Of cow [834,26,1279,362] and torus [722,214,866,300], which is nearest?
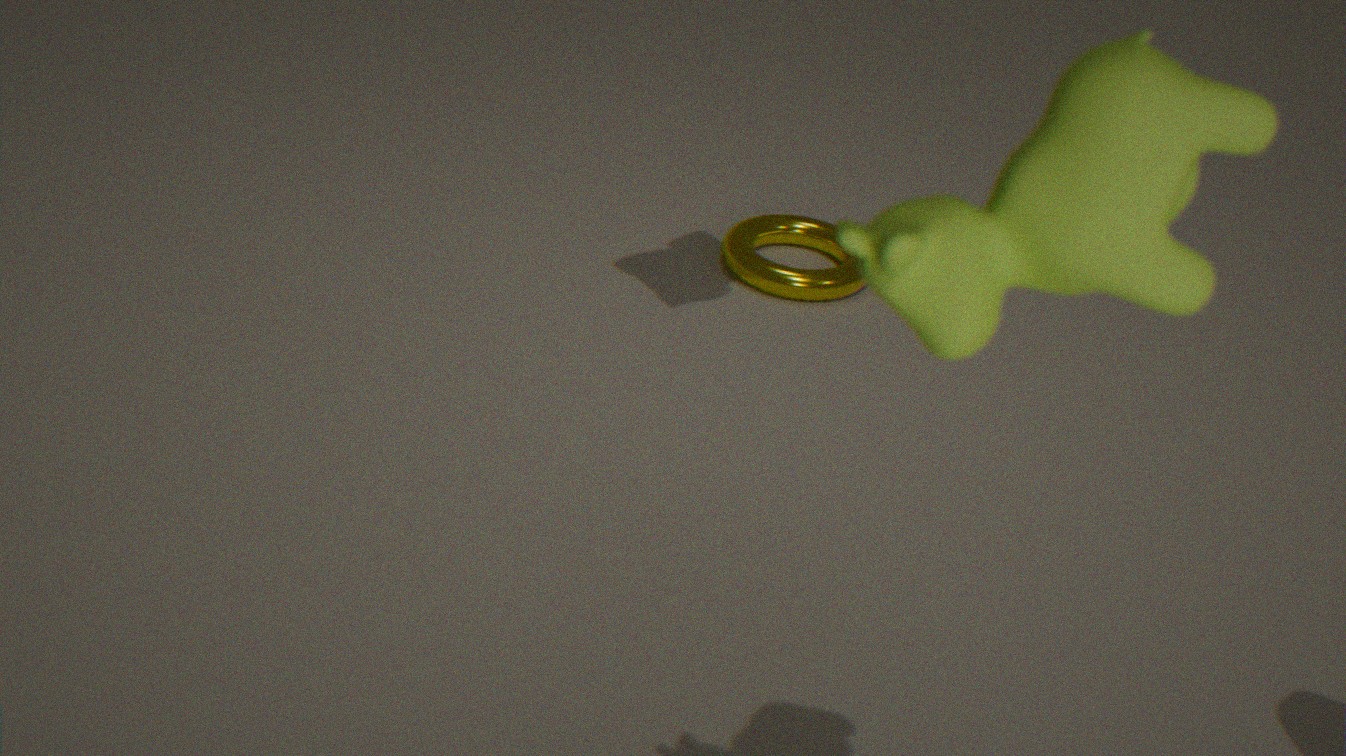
cow [834,26,1279,362]
